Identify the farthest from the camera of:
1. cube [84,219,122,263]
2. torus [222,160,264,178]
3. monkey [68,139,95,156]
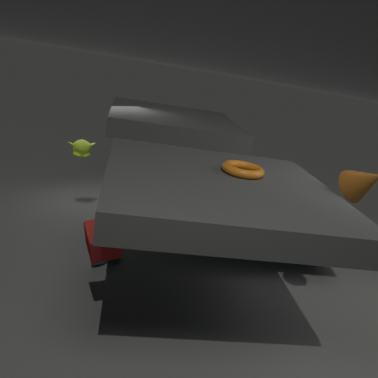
monkey [68,139,95,156]
